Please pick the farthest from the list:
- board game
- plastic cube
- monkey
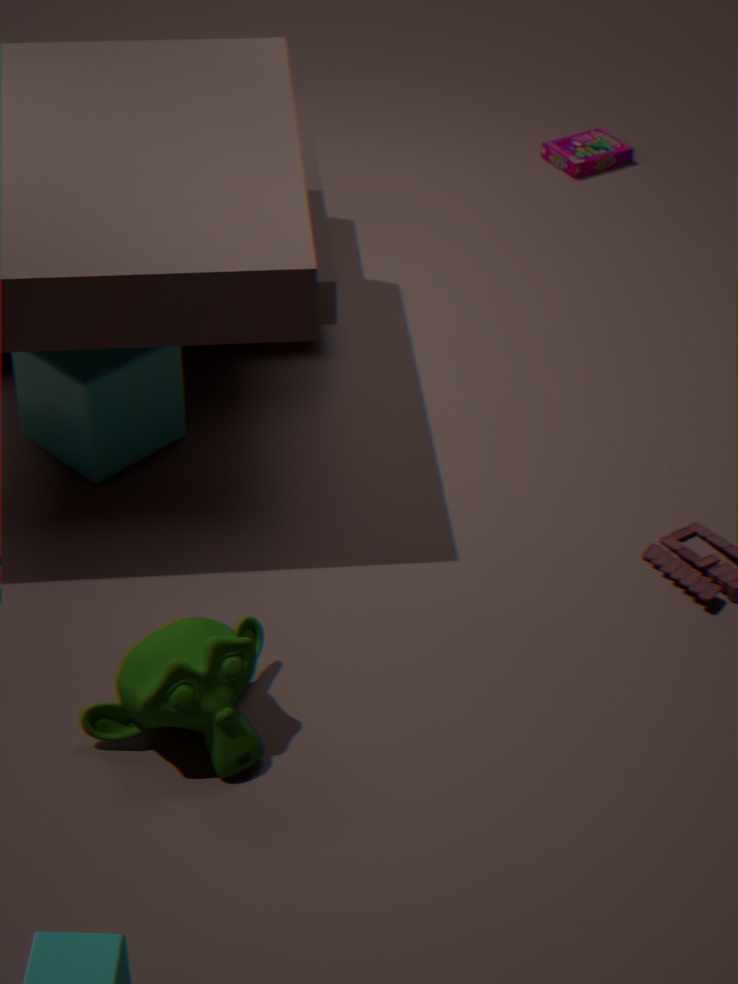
board game
